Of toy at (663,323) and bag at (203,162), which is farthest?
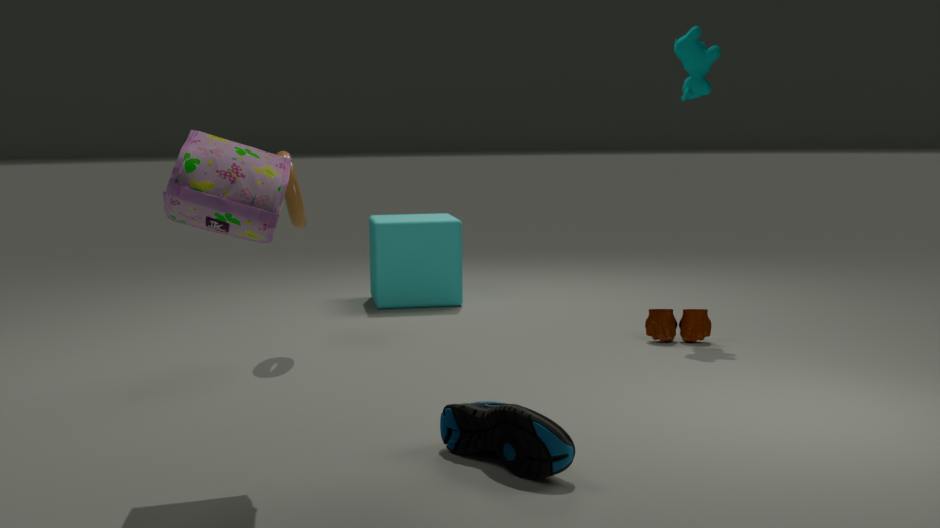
toy at (663,323)
